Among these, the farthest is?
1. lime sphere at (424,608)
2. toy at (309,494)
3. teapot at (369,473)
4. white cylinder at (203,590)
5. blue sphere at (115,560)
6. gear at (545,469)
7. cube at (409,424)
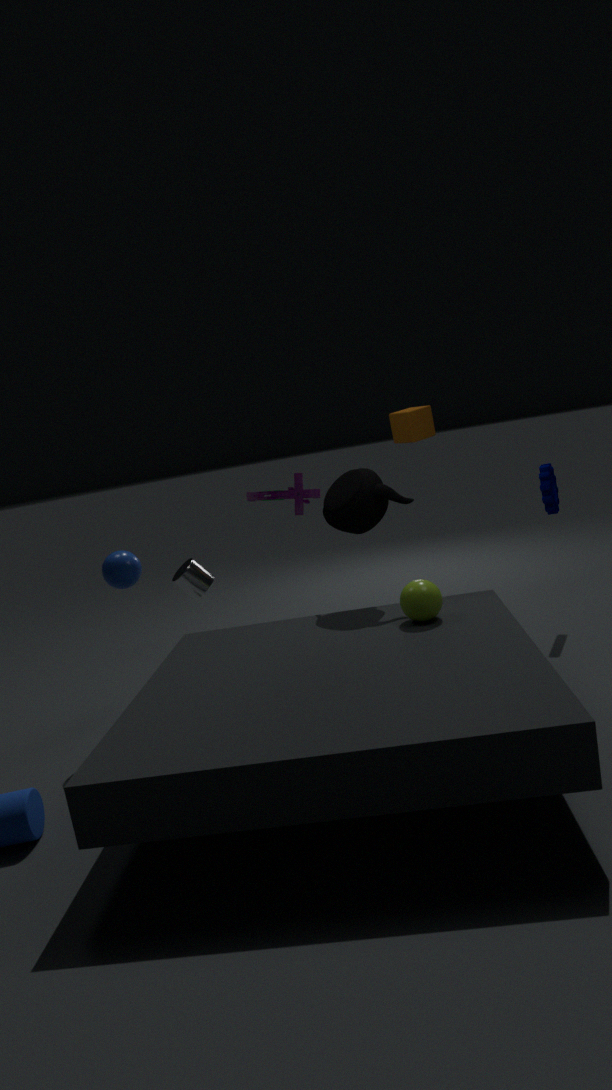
toy at (309,494)
